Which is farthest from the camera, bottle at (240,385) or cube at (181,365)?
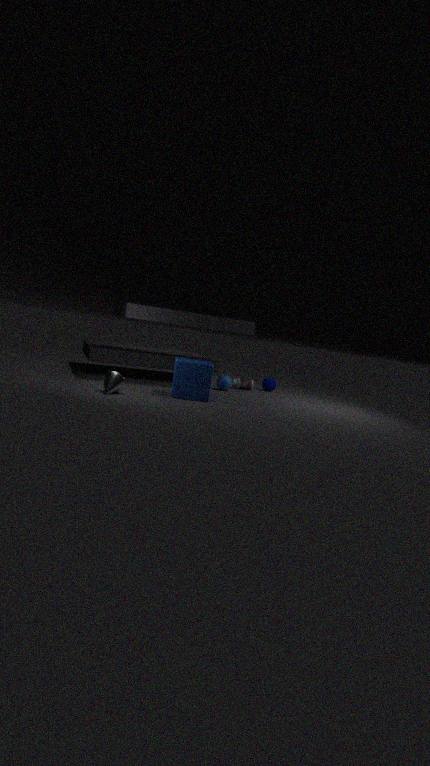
bottle at (240,385)
